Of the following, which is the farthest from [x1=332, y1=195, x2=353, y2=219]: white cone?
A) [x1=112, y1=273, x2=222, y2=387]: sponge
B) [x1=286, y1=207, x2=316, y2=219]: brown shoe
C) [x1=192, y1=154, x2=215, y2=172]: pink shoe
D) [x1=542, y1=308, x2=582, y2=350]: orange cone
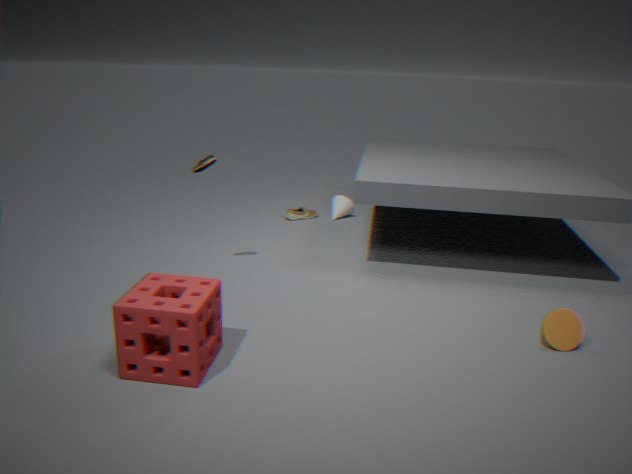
[x1=112, y1=273, x2=222, y2=387]: sponge
